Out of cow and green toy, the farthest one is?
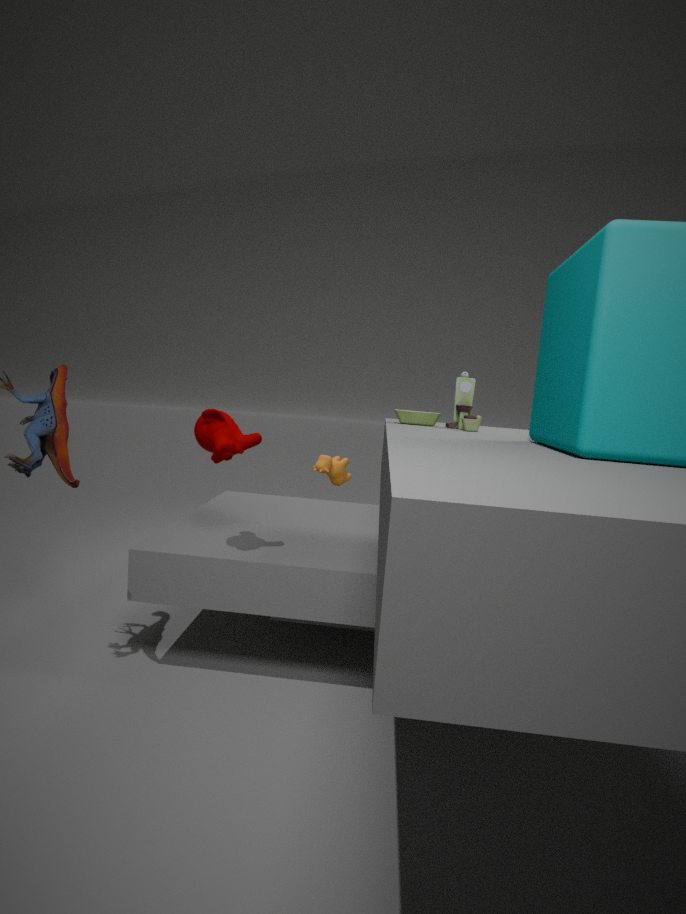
cow
